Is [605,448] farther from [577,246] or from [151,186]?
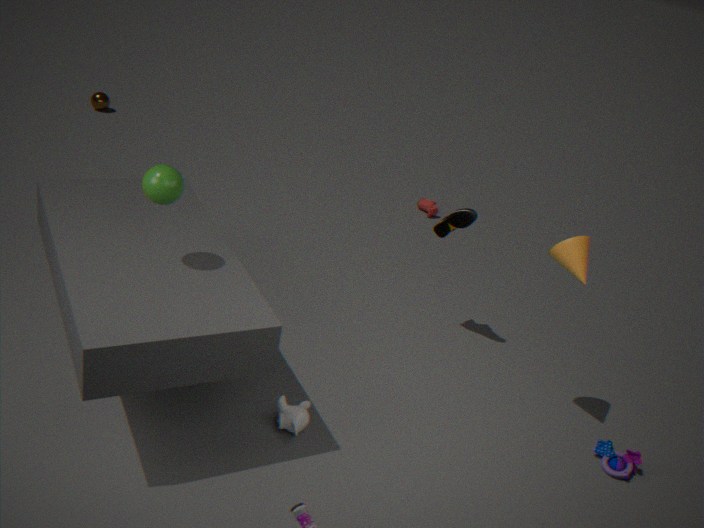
[151,186]
